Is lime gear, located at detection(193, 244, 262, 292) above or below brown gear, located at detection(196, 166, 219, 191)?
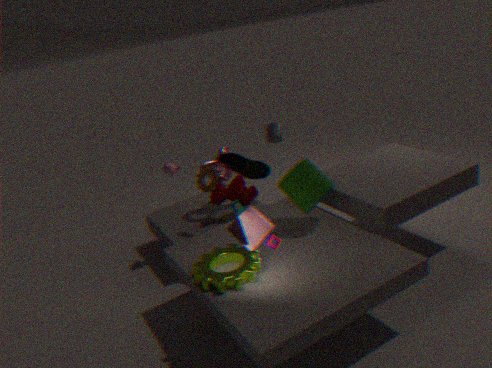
below
